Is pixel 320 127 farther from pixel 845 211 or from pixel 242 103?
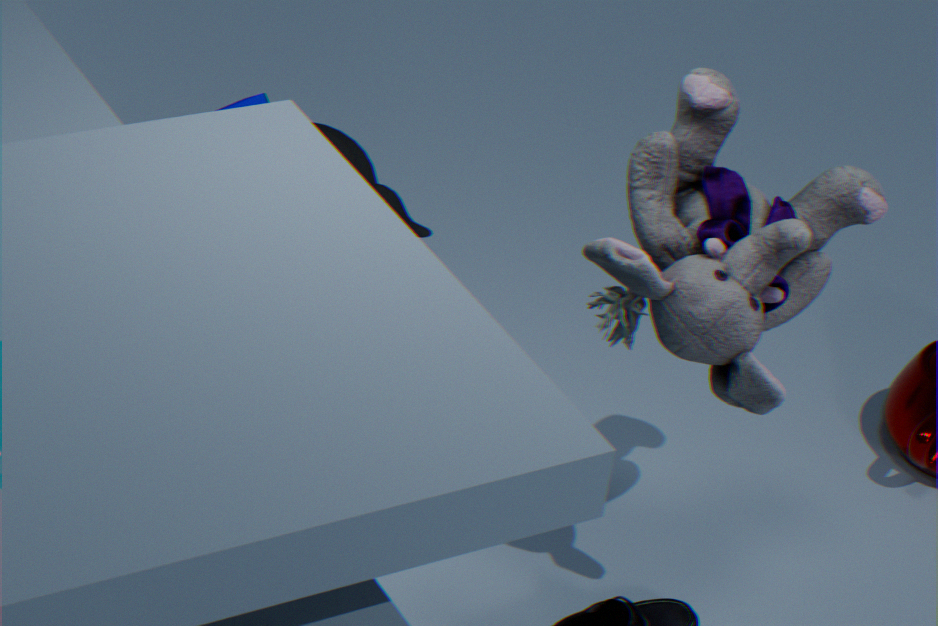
pixel 845 211
